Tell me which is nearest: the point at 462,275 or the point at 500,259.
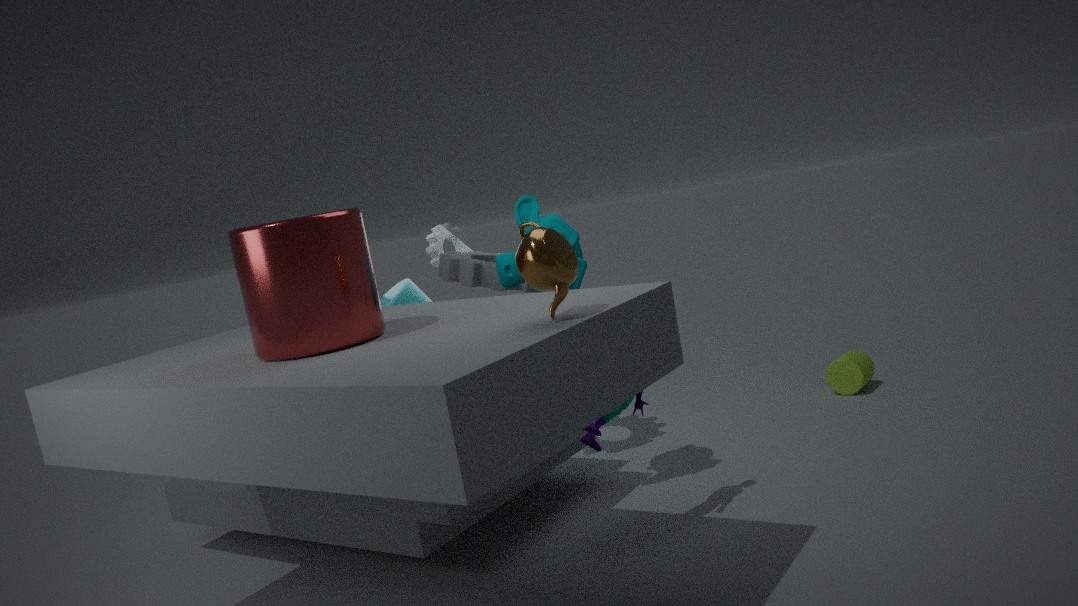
the point at 500,259
